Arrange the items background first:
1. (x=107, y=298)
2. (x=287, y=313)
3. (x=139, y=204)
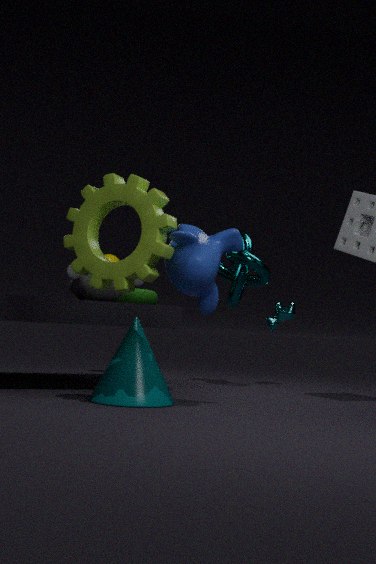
(x=287, y=313), (x=107, y=298), (x=139, y=204)
